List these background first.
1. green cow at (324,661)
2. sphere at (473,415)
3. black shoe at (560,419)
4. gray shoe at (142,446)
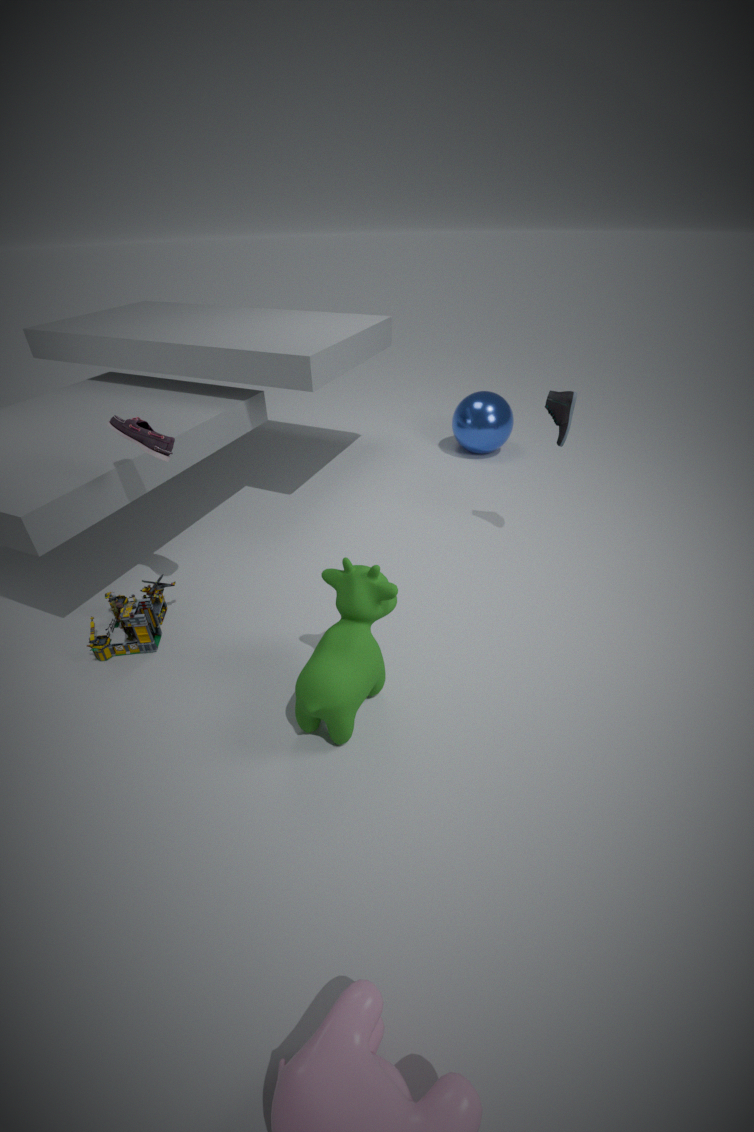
1. sphere at (473,415)
2. black shoe at (560,419)
3. gray shoe at (142,446)
4. green cow at (324,661)
